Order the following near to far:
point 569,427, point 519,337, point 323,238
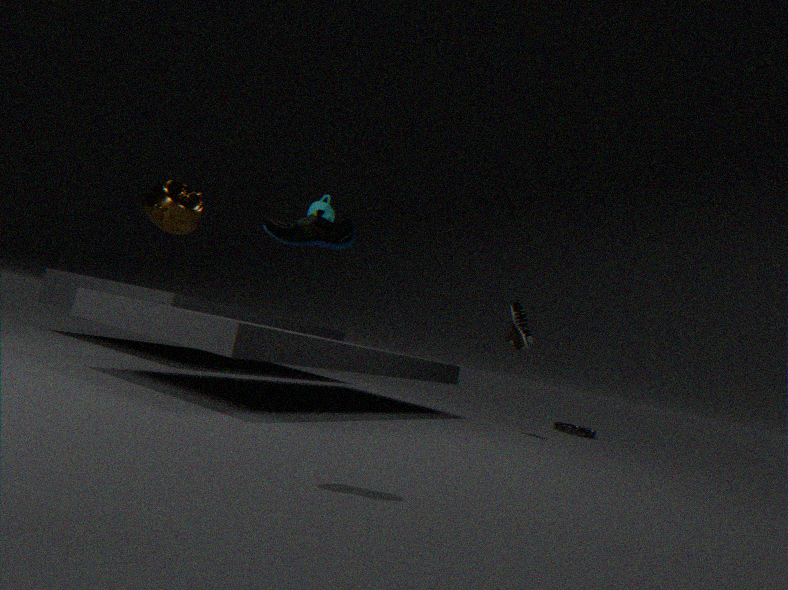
point 323,238
point 519,337
point 569,427
